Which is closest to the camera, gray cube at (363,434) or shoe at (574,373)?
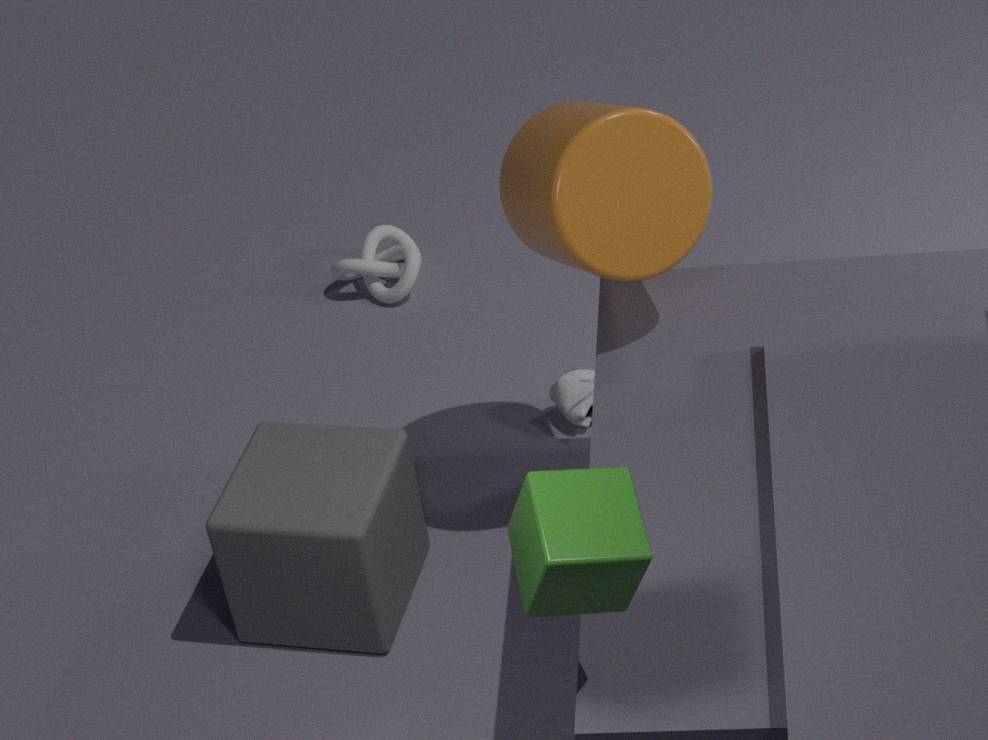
gray cube at (363,434)
